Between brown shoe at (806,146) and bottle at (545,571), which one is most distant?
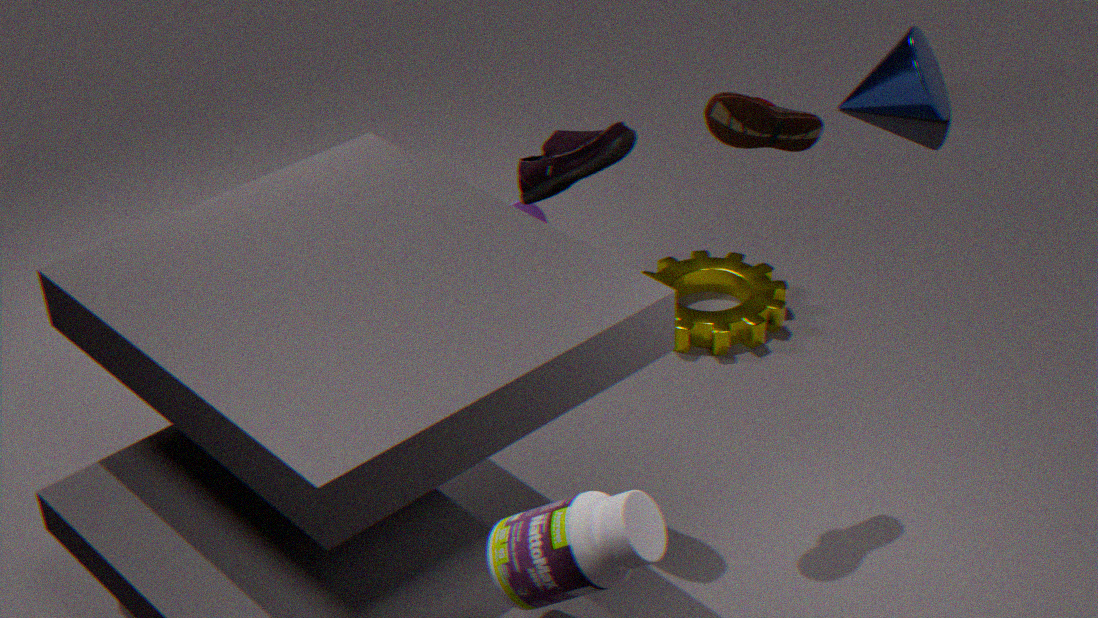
brown shoe at (806,146)
